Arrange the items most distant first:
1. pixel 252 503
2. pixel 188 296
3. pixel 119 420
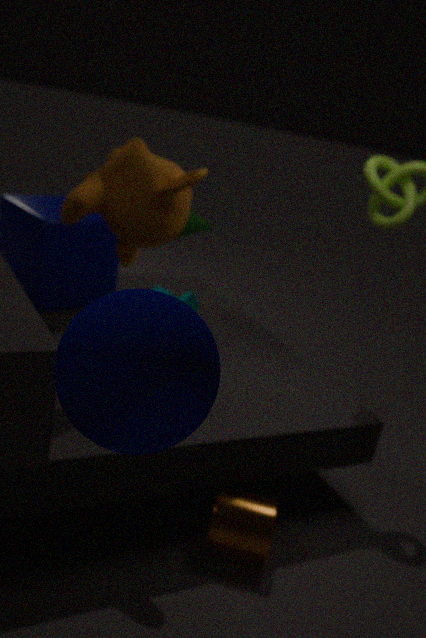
pixel 188 296, pixel 252 503, pixel 119 420
